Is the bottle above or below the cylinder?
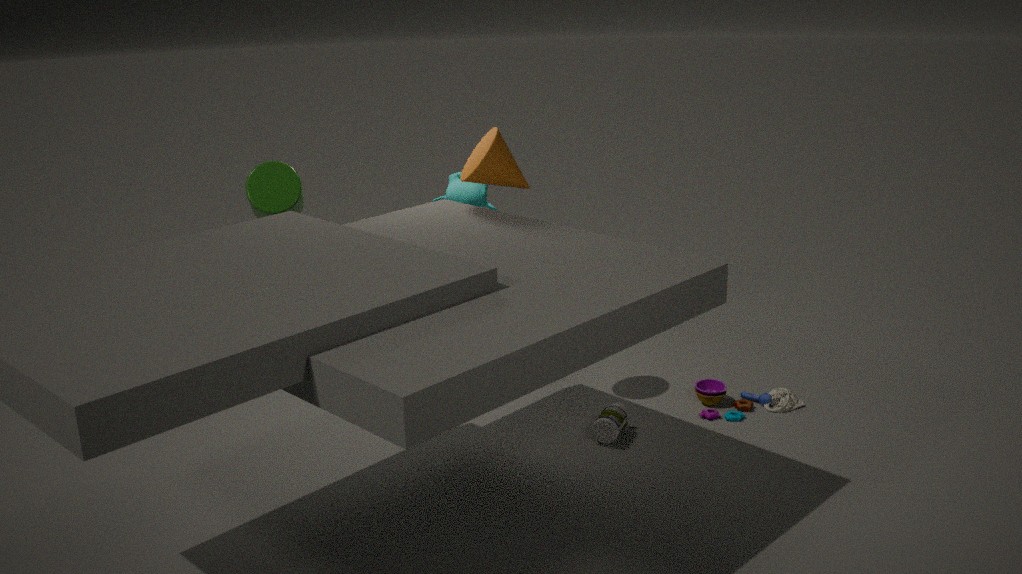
below
